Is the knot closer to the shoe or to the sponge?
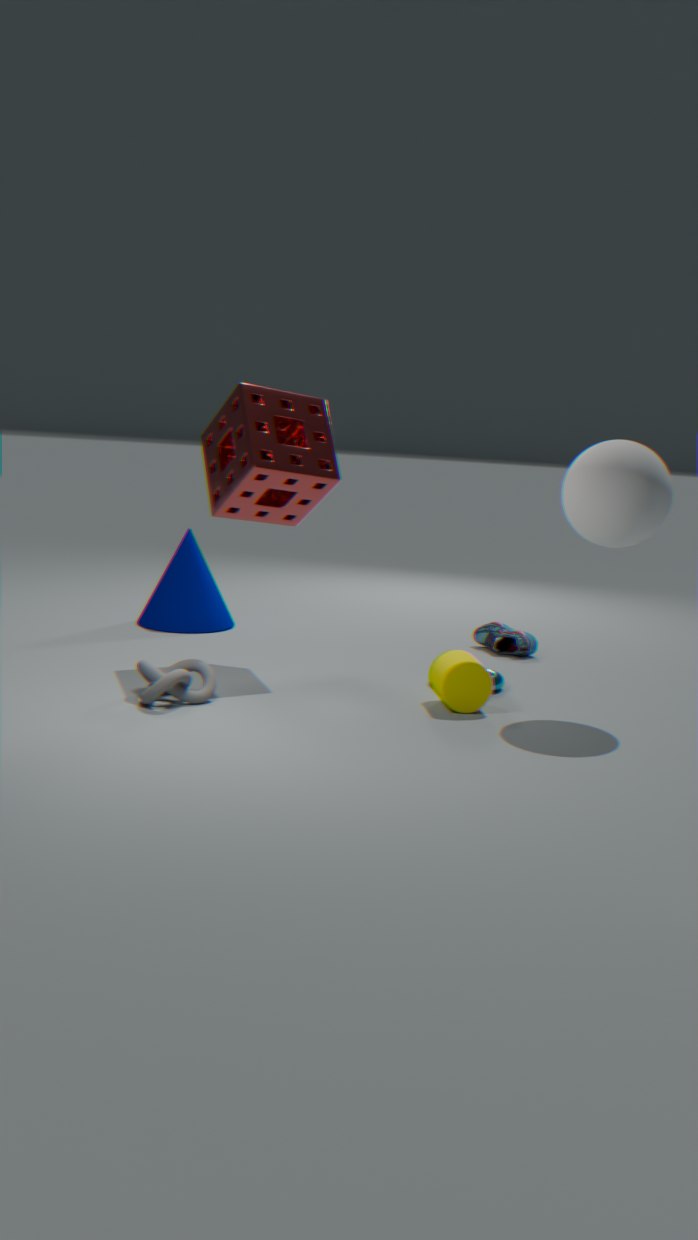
the sponge
